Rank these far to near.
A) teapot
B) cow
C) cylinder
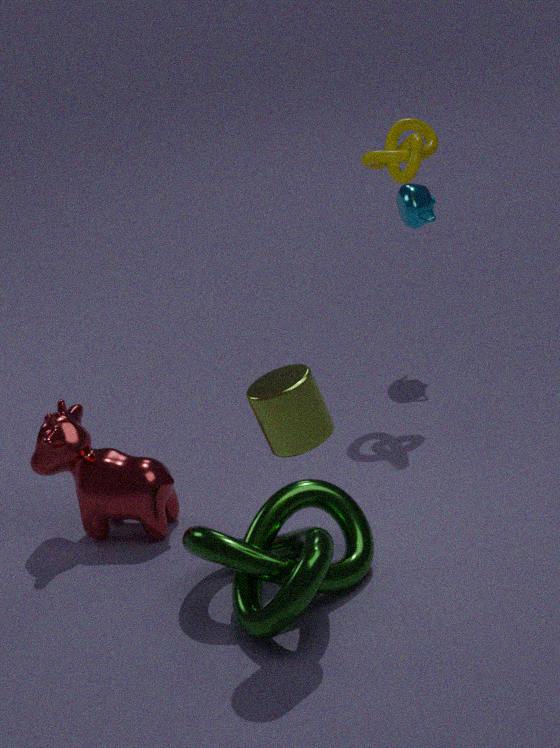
teapot, cow, cylinder
